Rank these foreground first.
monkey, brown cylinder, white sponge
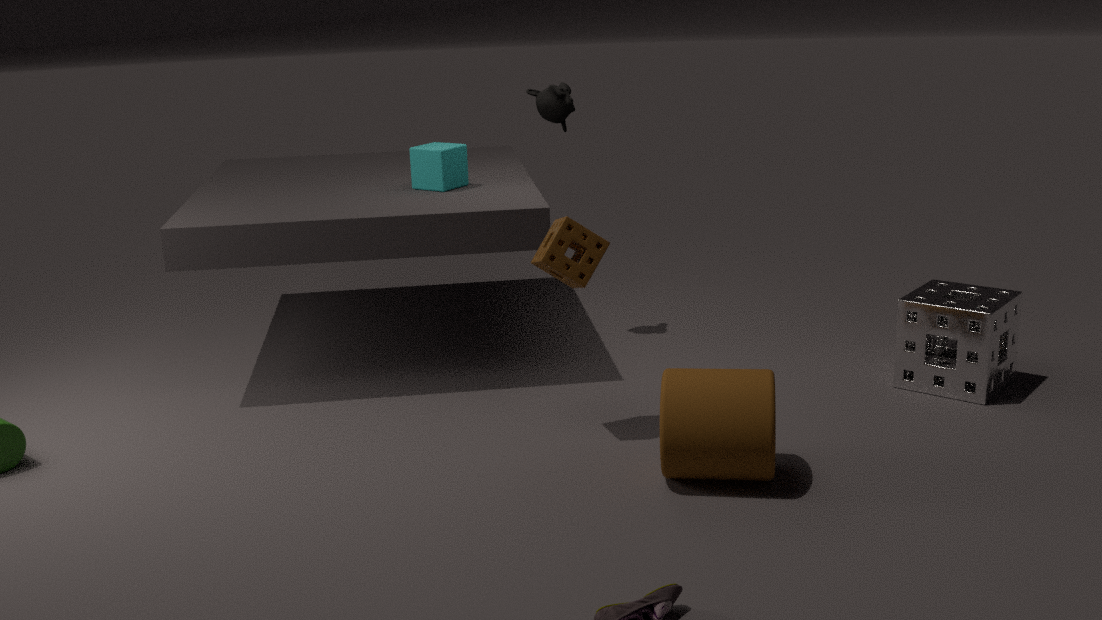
brown cylinder < white sponge < monkey
